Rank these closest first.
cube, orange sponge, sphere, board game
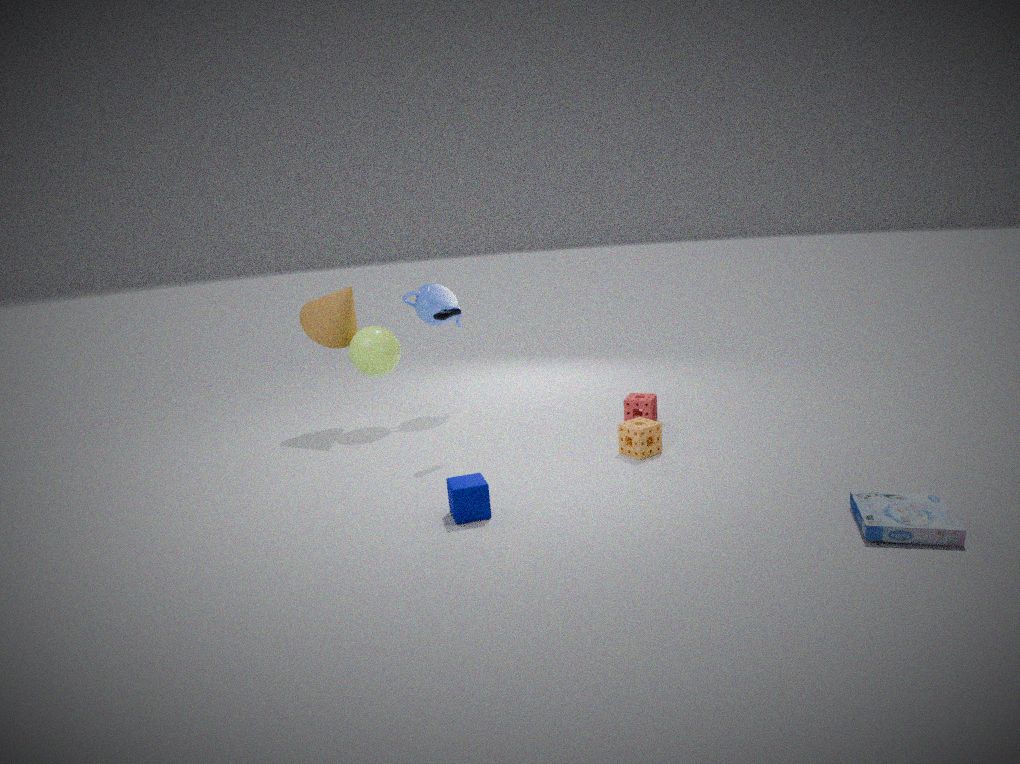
board game
cube
orange sponge
sphere
